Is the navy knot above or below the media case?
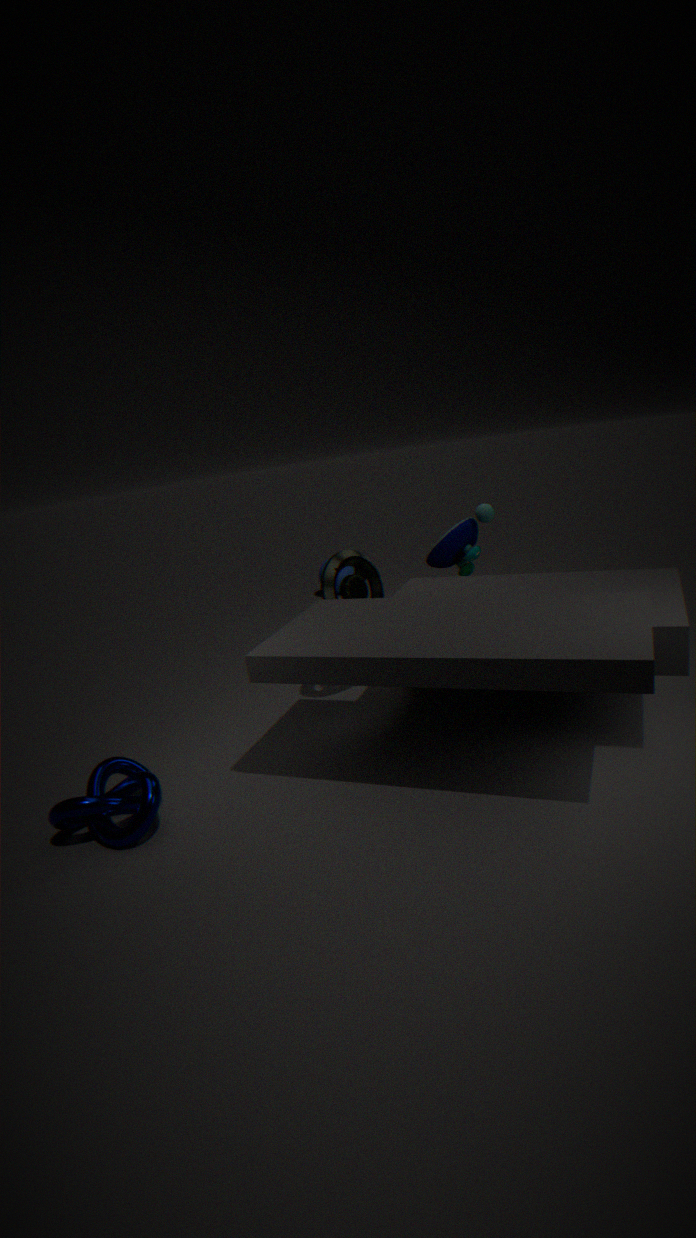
below
